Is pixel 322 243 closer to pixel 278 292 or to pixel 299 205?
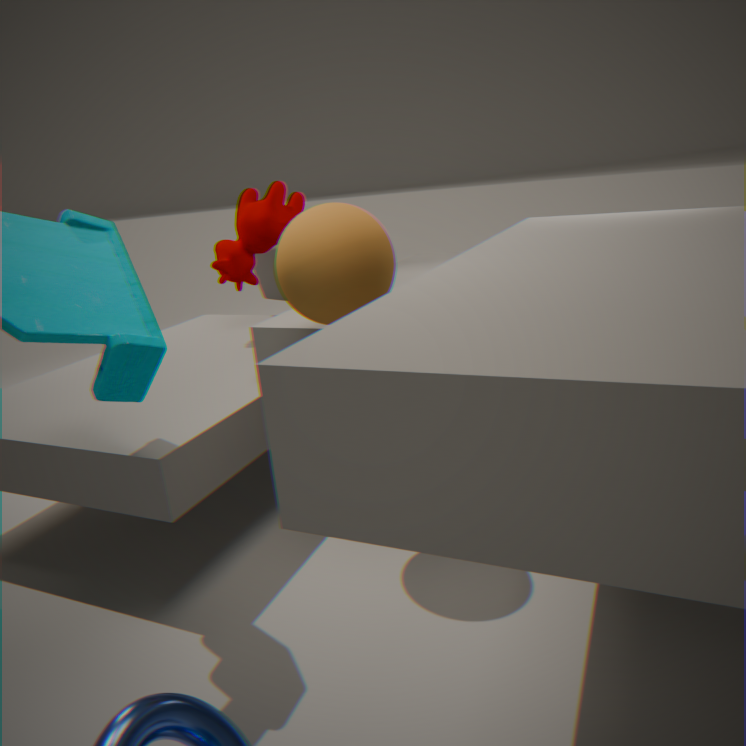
pixel 299 205
